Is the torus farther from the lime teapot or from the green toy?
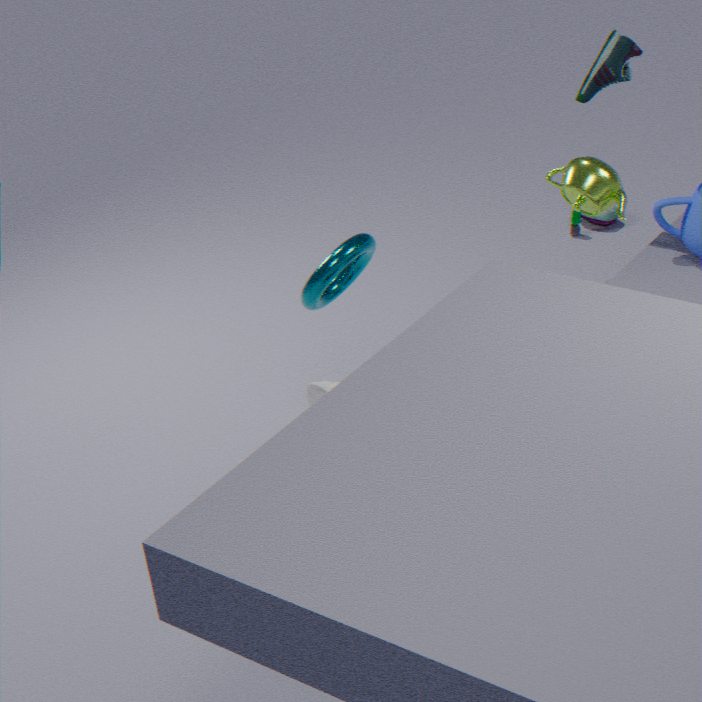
the green toy
